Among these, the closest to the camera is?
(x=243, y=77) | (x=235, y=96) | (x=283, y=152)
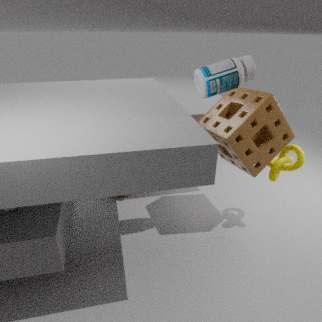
(x=243, y=77)
